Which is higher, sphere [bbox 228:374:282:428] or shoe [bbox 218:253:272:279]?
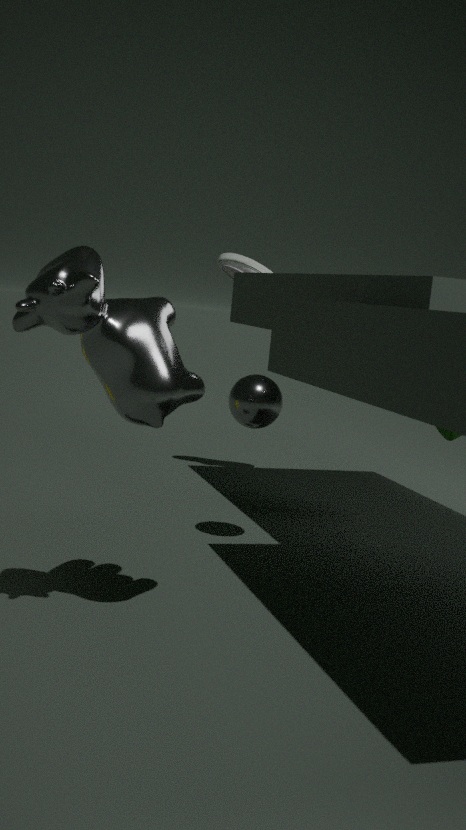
shoe [bbox 218:253:272:279]
